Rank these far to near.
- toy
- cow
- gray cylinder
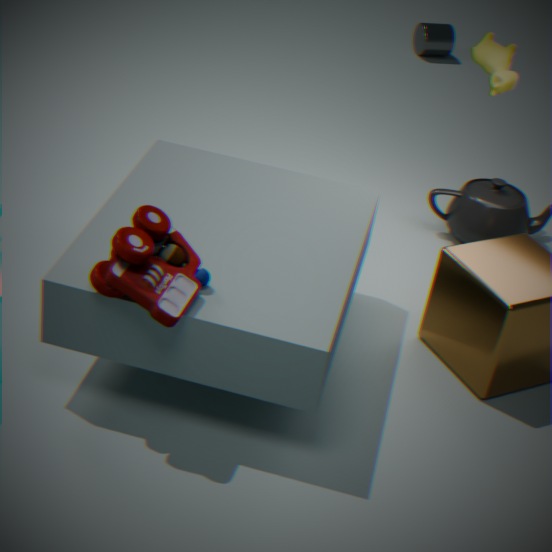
1. gray cylinder
2. cow
3. toy
